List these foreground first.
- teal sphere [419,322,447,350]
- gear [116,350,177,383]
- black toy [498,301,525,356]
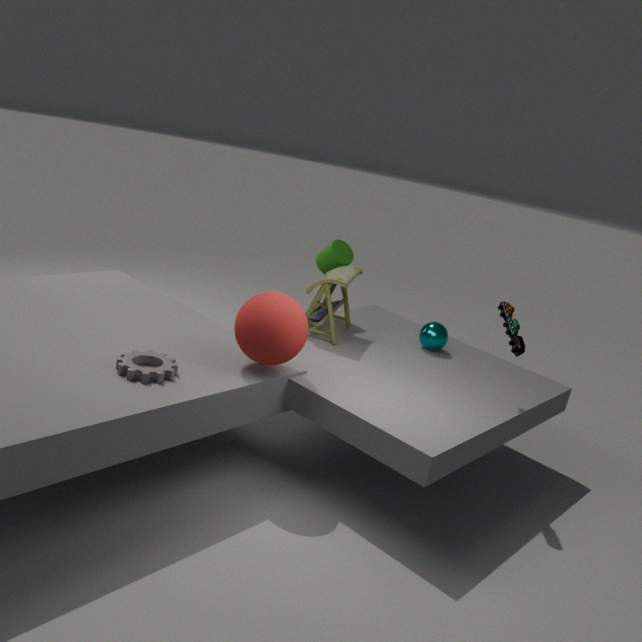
gear [116,350,177,383] < black toy [498,301,525,356] < teal sphere [419,322,447,350]
